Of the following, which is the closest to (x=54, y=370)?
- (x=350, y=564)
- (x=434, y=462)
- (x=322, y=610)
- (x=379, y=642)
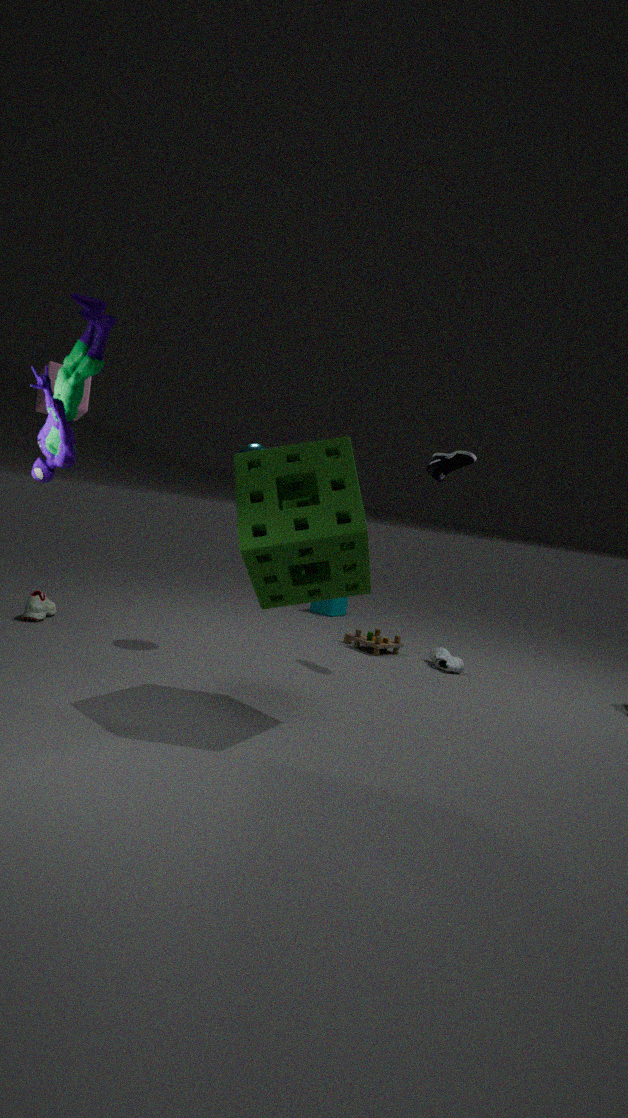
(x=350, y=564)
